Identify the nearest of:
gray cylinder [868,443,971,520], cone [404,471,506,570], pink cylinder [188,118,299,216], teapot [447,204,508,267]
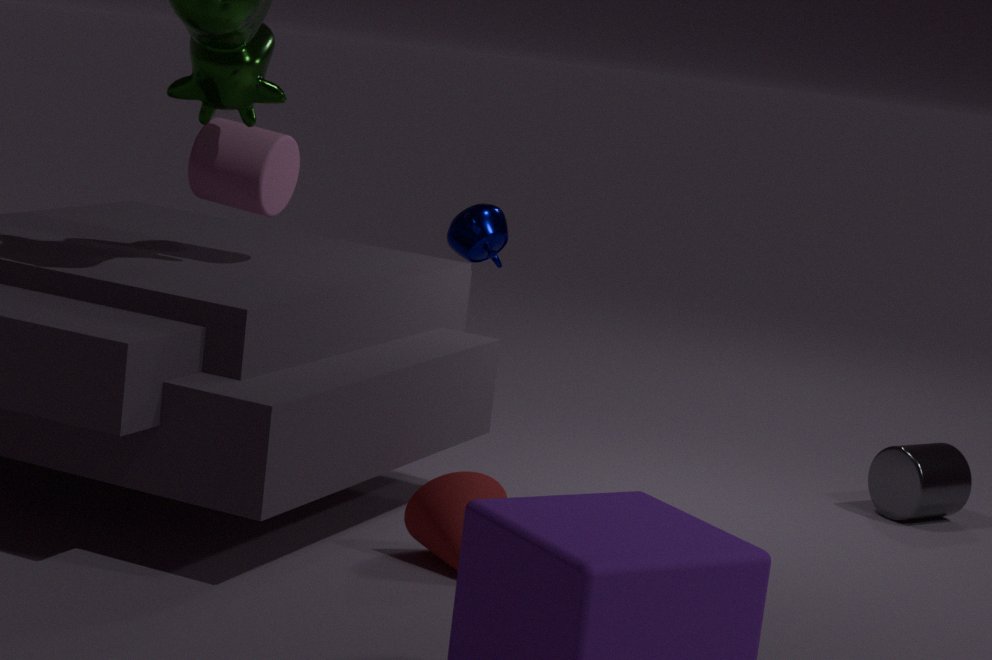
cone [404,471,506,570]
